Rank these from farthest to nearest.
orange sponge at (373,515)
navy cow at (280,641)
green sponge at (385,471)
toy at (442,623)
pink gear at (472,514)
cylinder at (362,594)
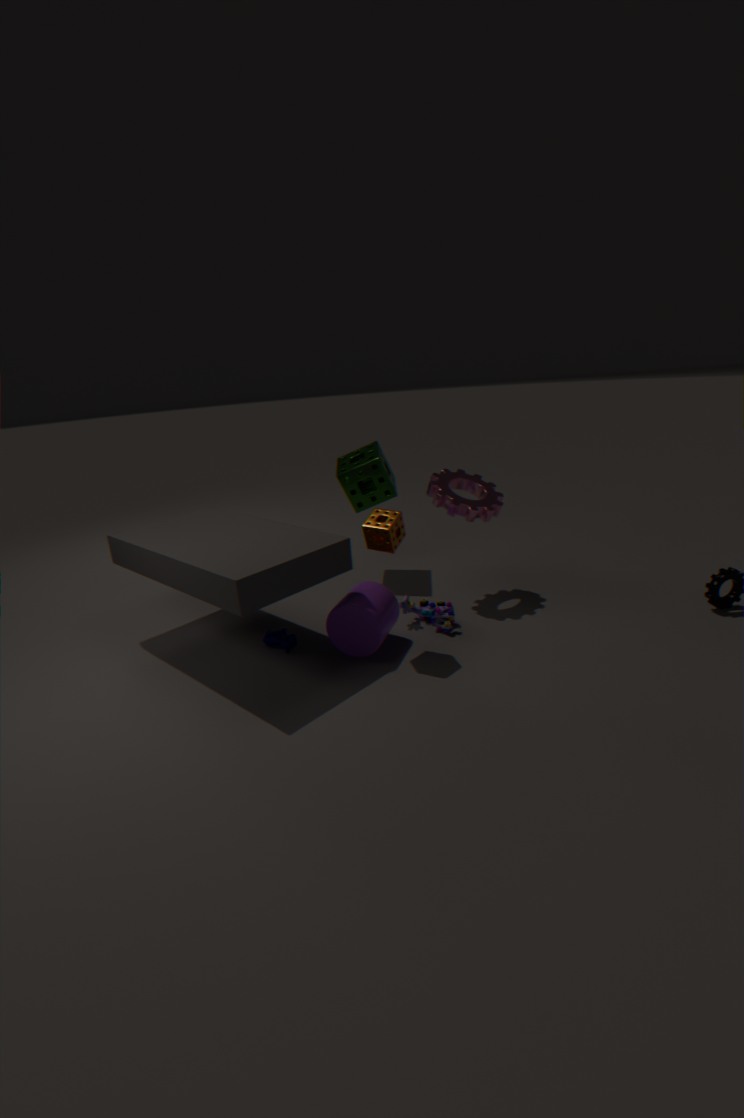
green sponge at (385,471) → pink gear at (472,514) → toy at (442,623) → navy cow at (280,641) → cylinder at (362,594) → orange sponge at (373,515)
